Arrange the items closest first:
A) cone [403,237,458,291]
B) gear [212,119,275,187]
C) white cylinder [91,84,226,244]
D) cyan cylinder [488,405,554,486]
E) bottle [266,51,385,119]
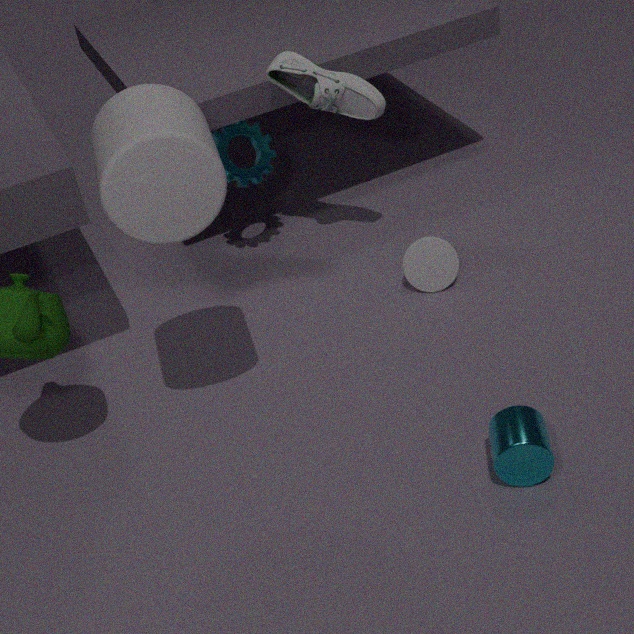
white cylinder [91,84,226,244] < cyan cylinder [488,405,554,486] < bottle [266,51,385,119] < cone [403,237,458,291] < gear [212,119,275,187]
